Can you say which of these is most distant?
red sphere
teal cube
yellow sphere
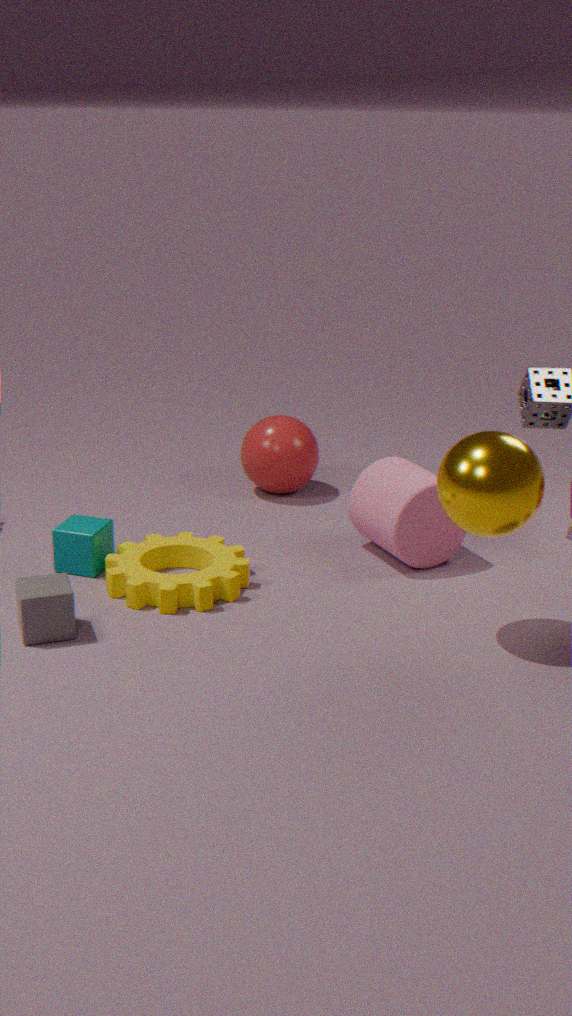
red sphere
